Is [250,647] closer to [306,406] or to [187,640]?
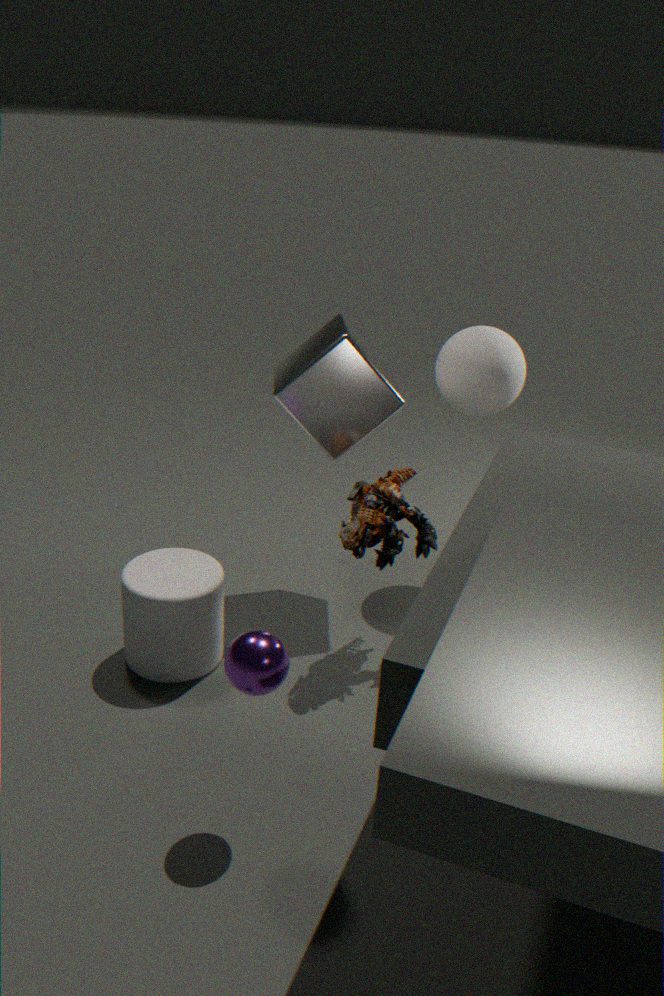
[187,640]
